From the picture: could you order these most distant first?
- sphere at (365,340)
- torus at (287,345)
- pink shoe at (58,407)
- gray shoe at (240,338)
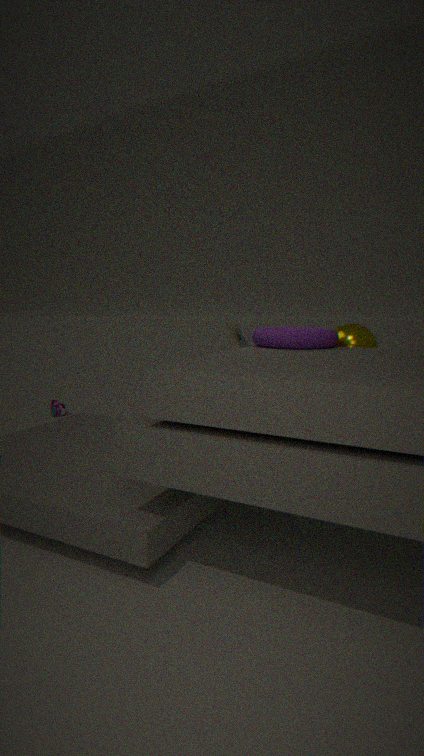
1. pink shoe at (58,407)
2. gray shoe at (240,338)
3. sphere at (365,340)
4. torus at (287,345)
